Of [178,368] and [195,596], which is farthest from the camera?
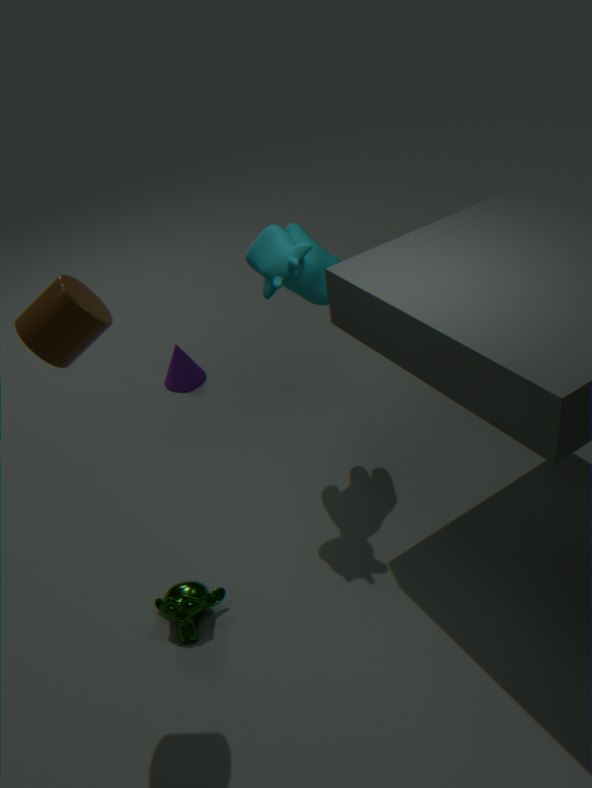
[178,368]
